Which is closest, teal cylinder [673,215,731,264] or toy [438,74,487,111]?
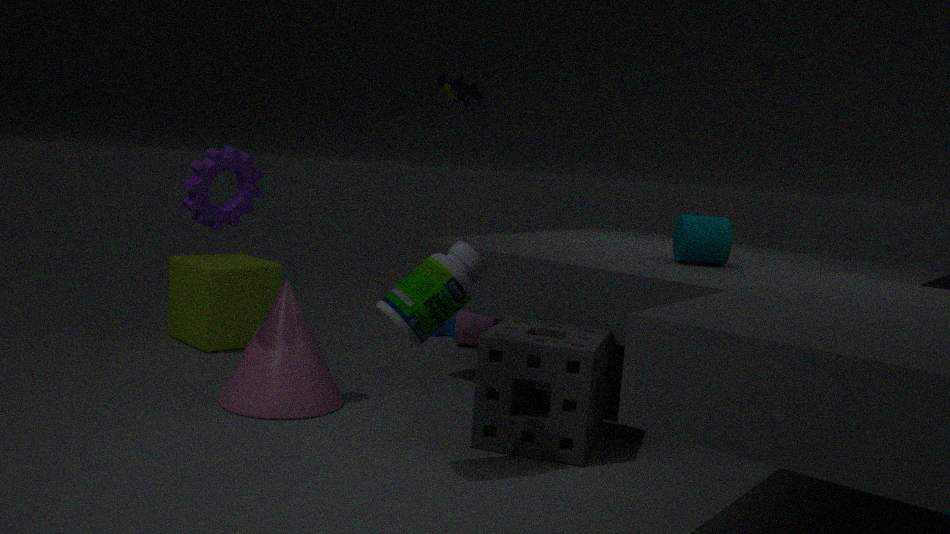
teal cylinder [673,215,731,264]
